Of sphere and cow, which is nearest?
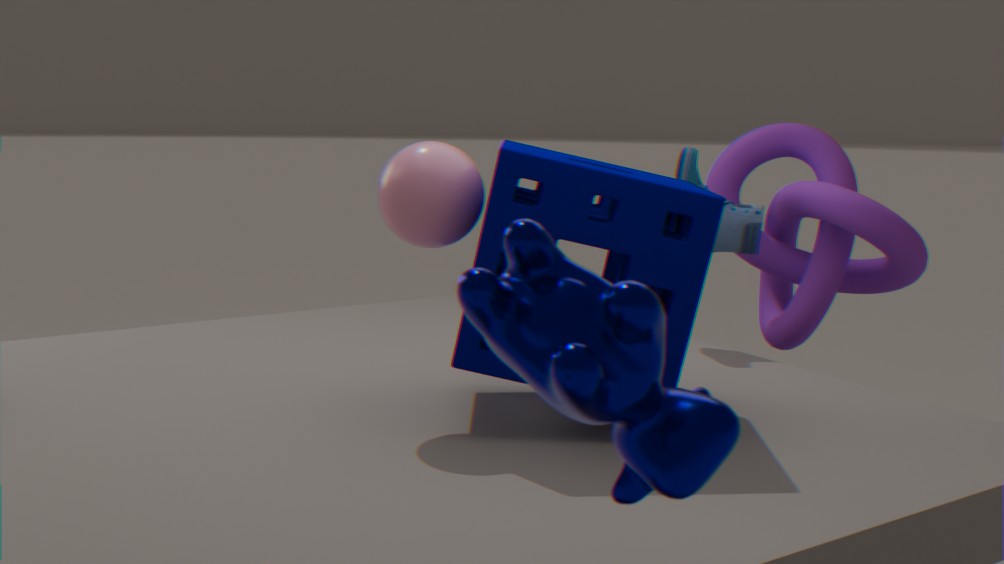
cow
